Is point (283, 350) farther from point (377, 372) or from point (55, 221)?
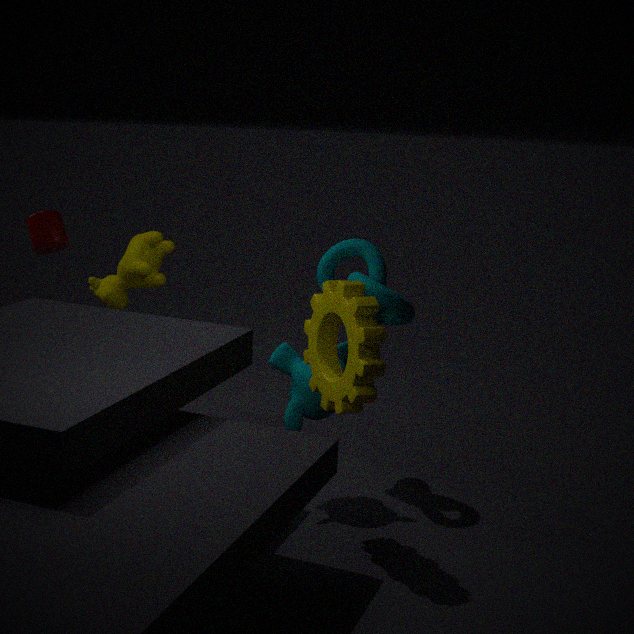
point (55, 221)
